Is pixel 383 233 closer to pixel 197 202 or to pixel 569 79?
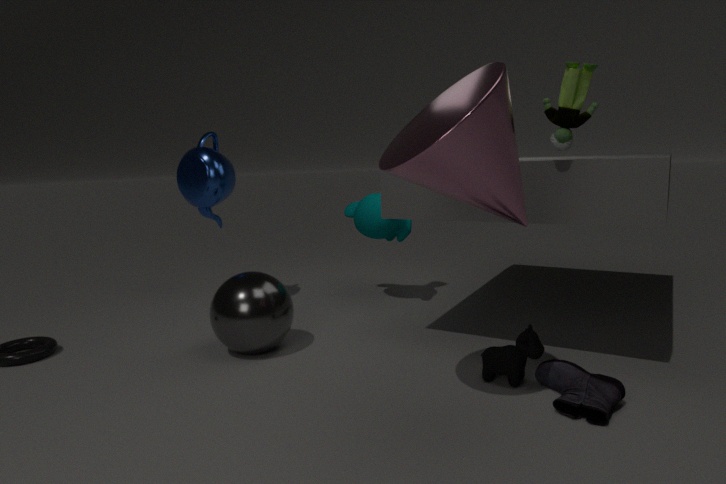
pixel 197 202
